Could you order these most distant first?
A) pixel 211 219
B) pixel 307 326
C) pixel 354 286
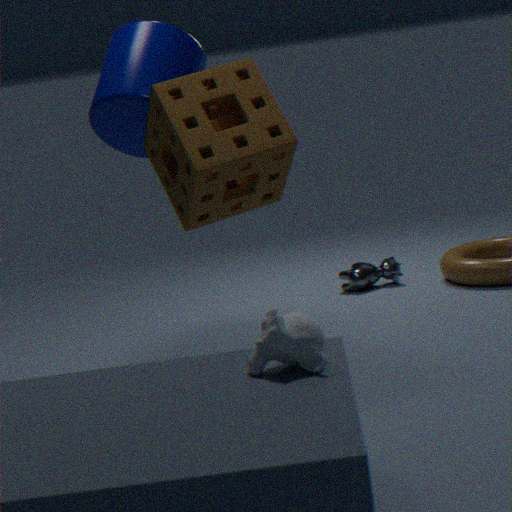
1. pixel 354 286
2. pixel 211 219
3. pixel 307 326
